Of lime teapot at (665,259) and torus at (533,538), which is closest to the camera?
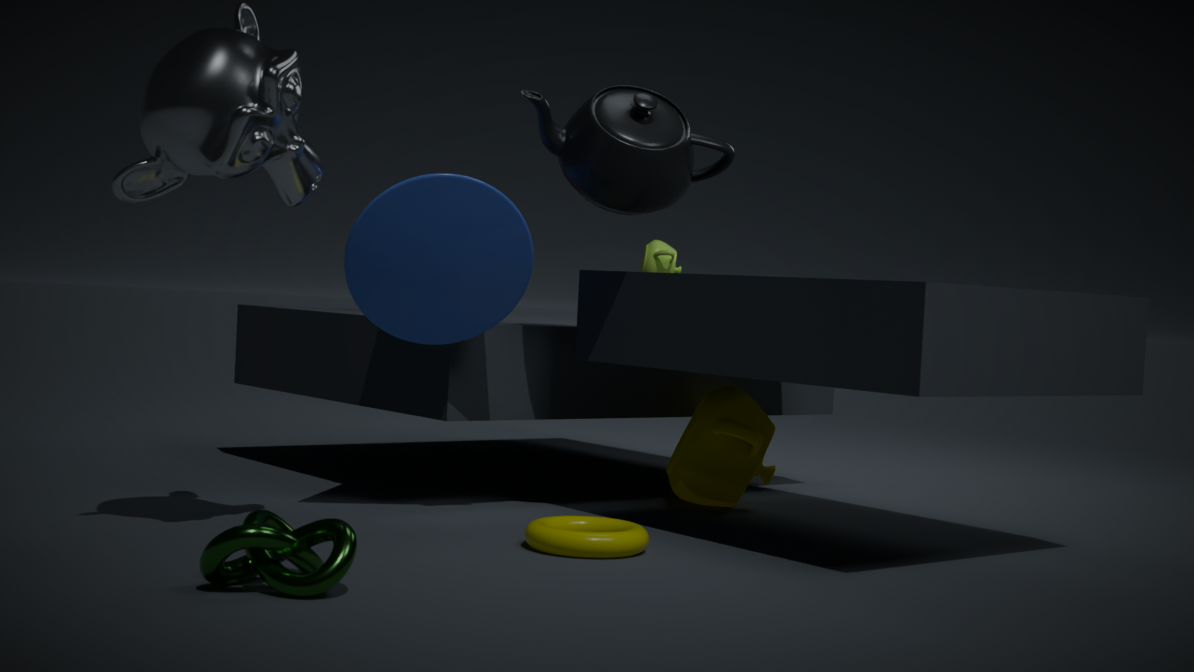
torus at (533,538)
